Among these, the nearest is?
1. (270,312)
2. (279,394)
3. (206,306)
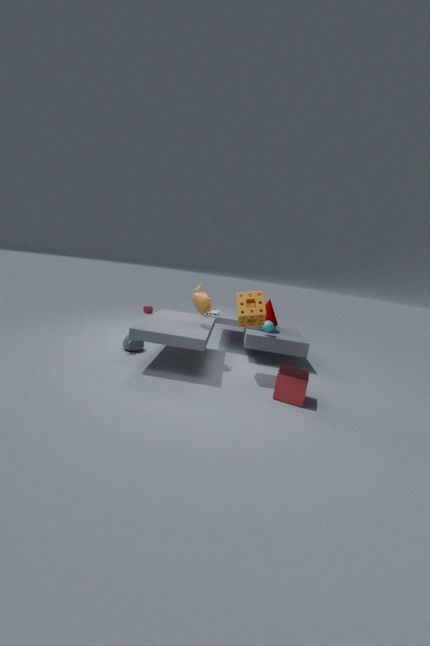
(279,394)
